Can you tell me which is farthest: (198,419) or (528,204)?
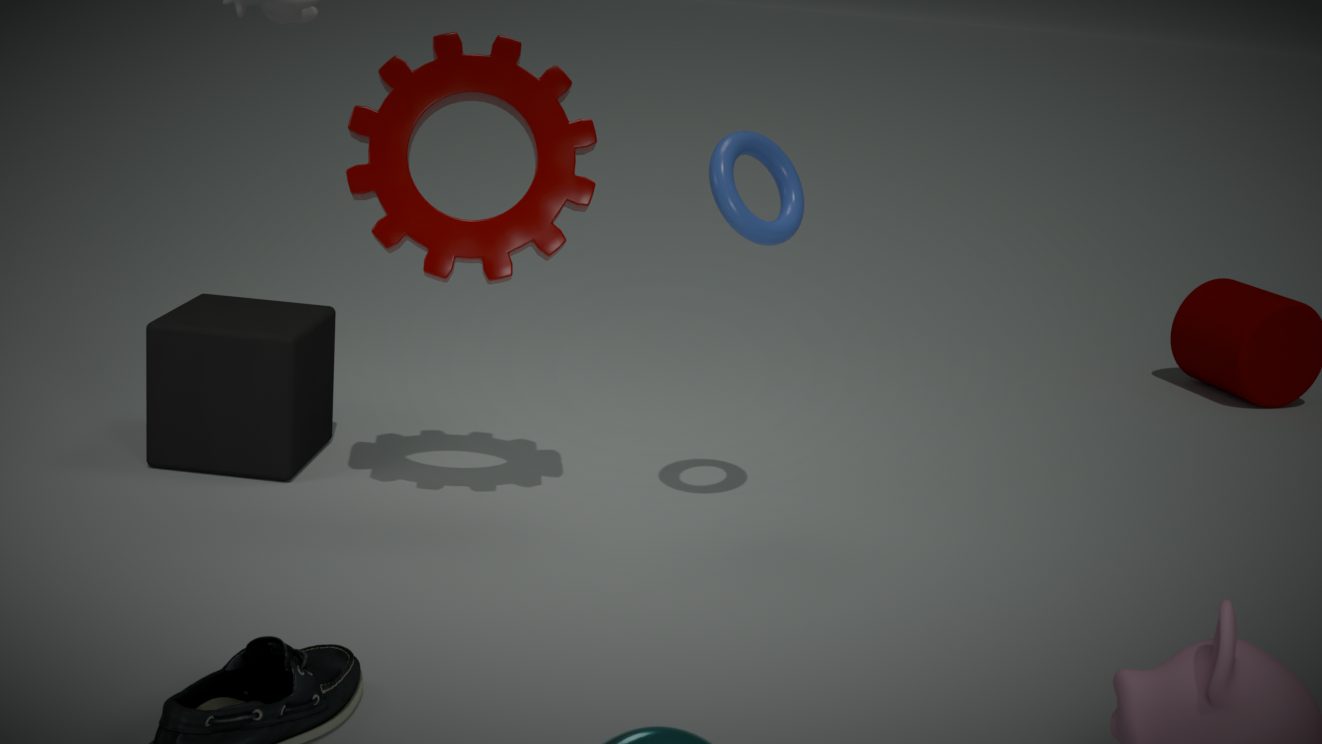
(198,419)
